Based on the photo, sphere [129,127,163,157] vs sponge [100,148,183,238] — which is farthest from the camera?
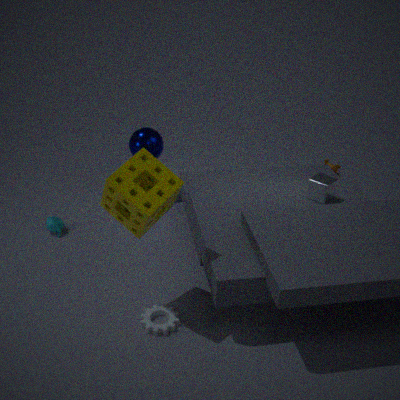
sphere [129,127,163,157]
